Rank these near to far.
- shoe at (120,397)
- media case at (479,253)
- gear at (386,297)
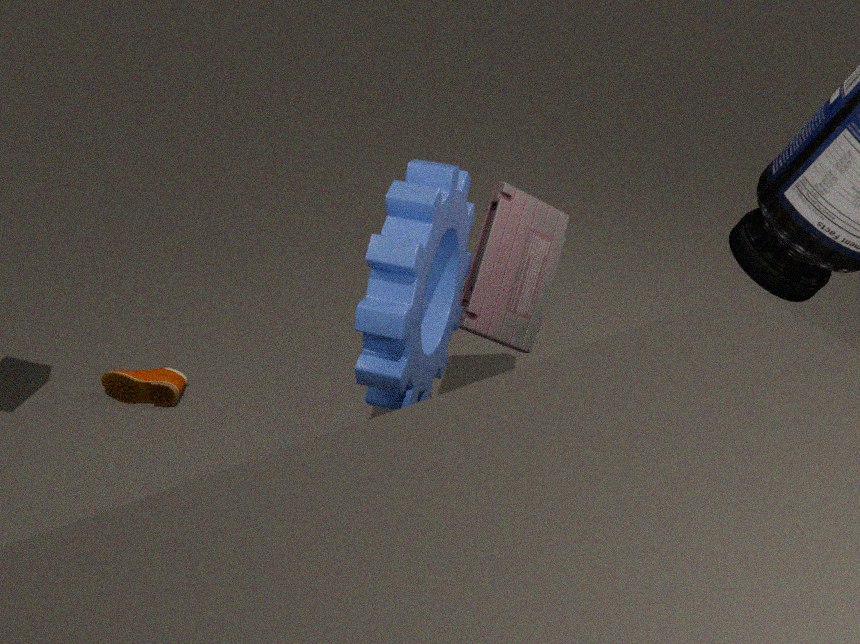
1. gear at (386,297)
2. media case at (479,253)
3. shoe at (120,397)
